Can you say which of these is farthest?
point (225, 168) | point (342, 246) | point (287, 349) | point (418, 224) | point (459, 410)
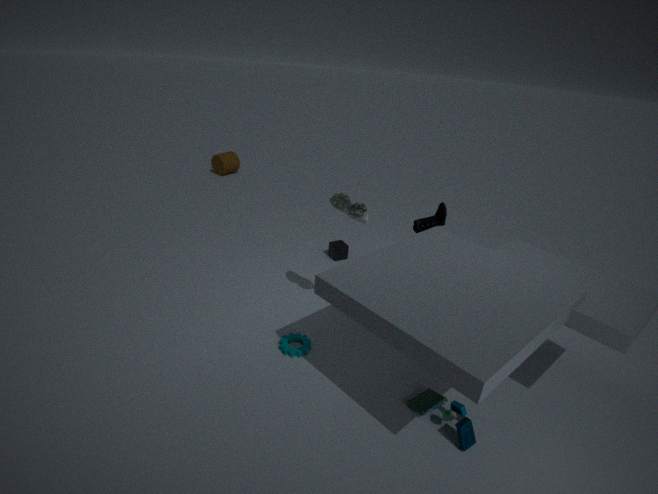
point (225, 168)
